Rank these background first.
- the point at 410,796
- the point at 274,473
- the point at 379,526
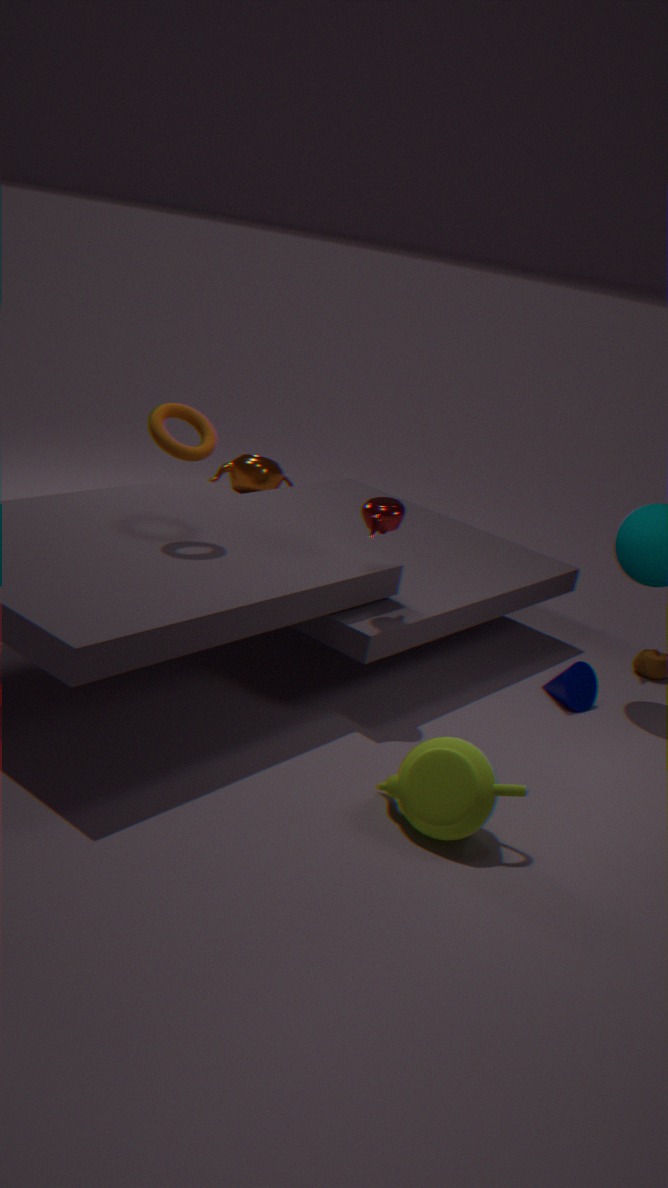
the point at 274,473 → the point at 379,526 → the point at 410,796
